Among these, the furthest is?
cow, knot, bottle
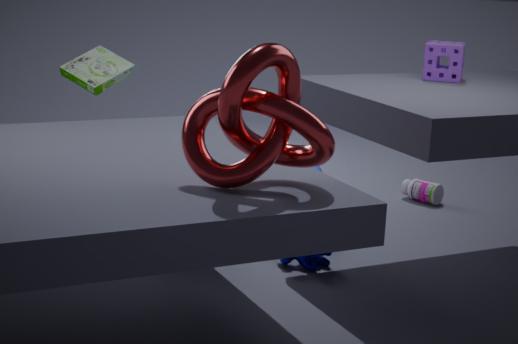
bottle
